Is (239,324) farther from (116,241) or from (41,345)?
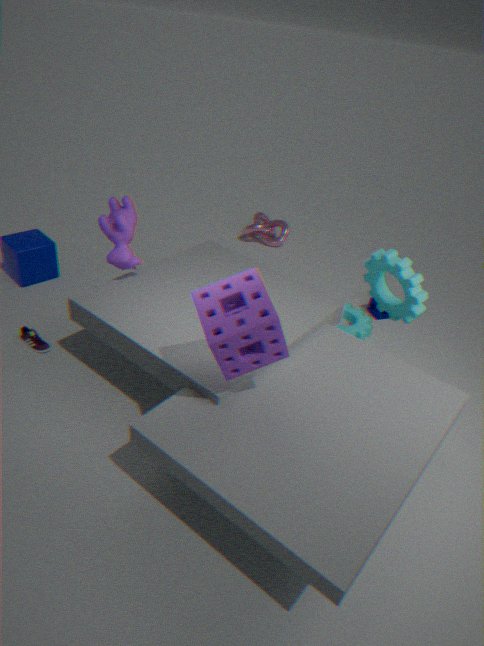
(41,345)
